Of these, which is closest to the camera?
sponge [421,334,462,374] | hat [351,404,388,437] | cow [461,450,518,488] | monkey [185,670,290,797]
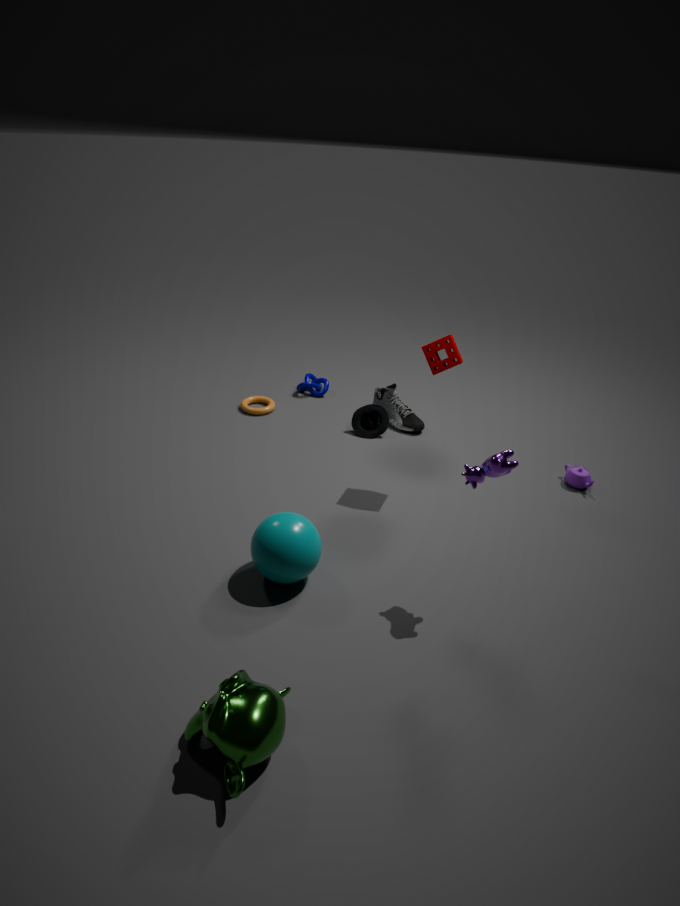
monkey [185,670,290,797]
